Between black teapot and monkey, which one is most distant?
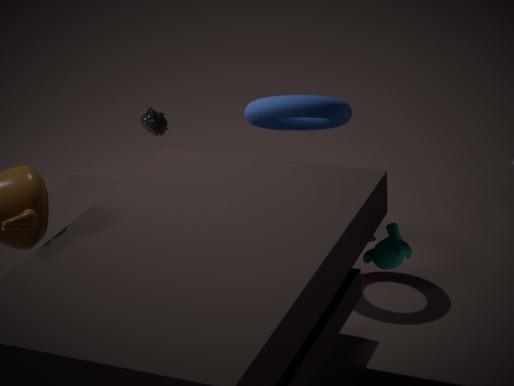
black teapot
